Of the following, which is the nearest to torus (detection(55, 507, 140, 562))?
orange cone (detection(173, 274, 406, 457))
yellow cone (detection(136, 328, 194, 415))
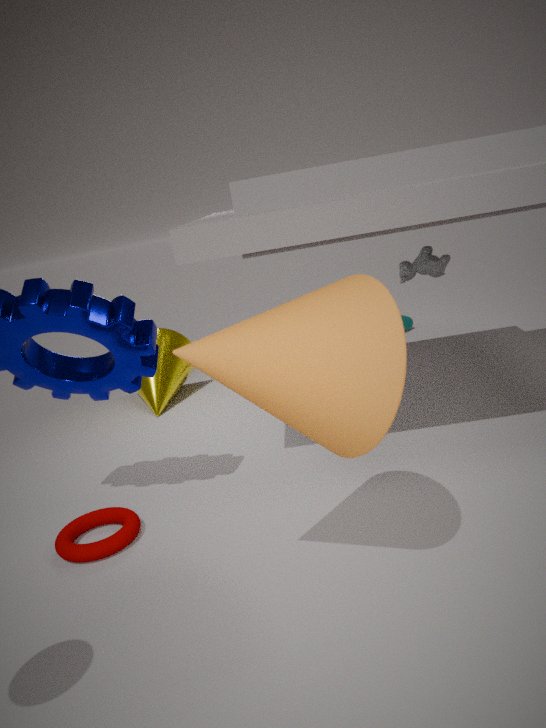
orange cone (detection(173, 274, 406, 457))
